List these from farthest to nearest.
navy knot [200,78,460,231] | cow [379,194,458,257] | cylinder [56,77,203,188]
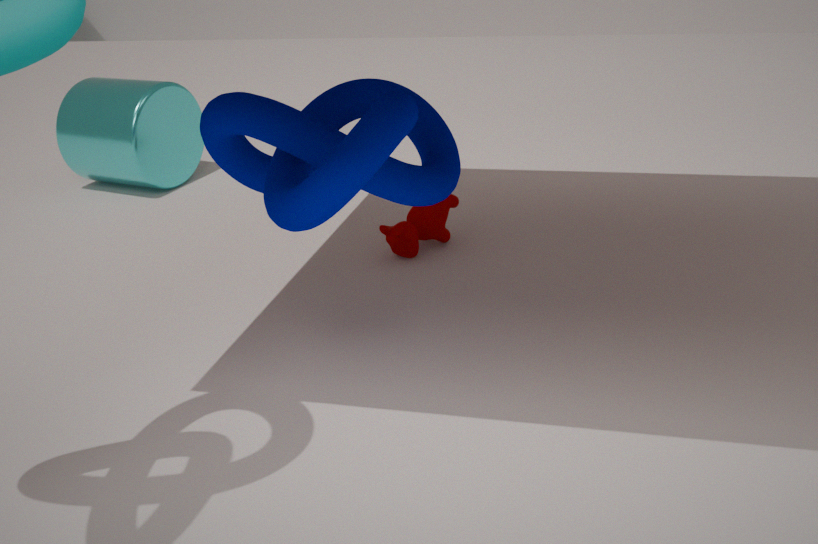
1. cylinder [56,77,203,188]
2. cow [379,194,458,257]
3. navy knot [200,78,460,231]
